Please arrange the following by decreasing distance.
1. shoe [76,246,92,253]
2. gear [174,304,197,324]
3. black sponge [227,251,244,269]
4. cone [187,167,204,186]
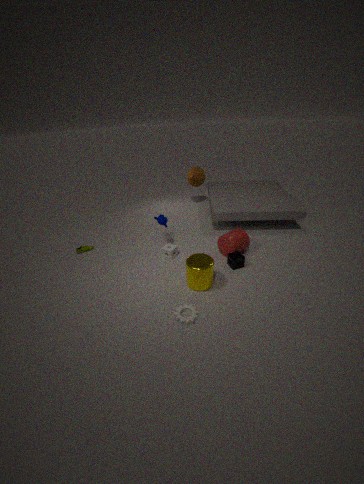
cone [187,167,204,186] < shoe [76,246,92,253] < black sponge [227,251,244,269] < gear [174,304,197,324]
